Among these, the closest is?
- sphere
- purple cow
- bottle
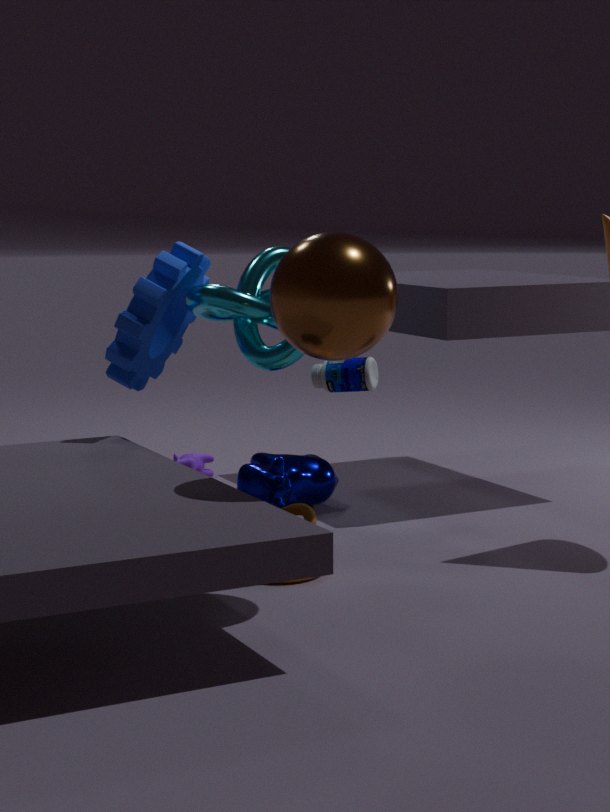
sphere
